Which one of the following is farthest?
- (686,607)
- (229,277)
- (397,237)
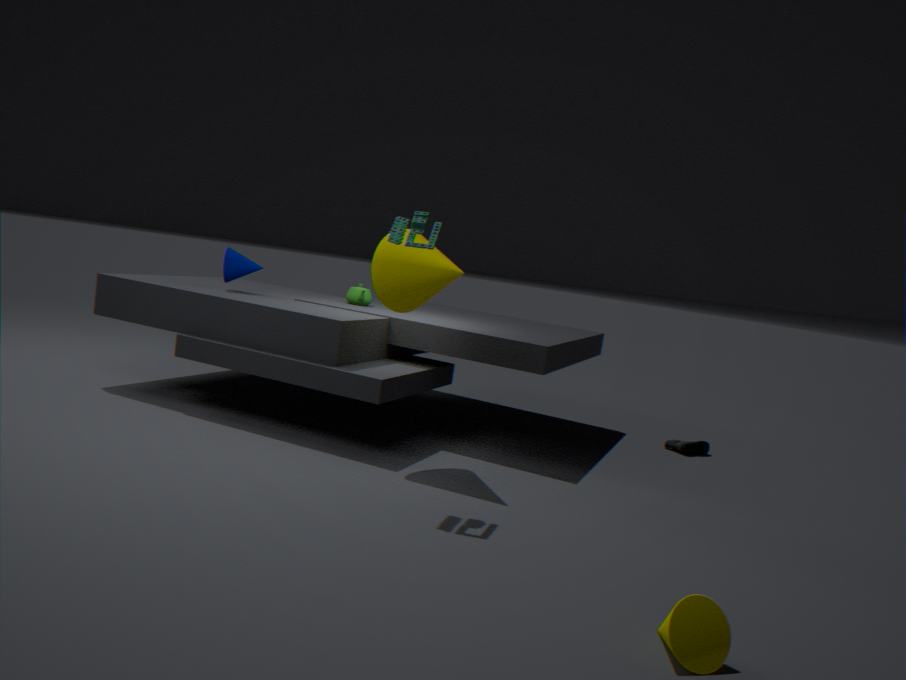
(229,277)
